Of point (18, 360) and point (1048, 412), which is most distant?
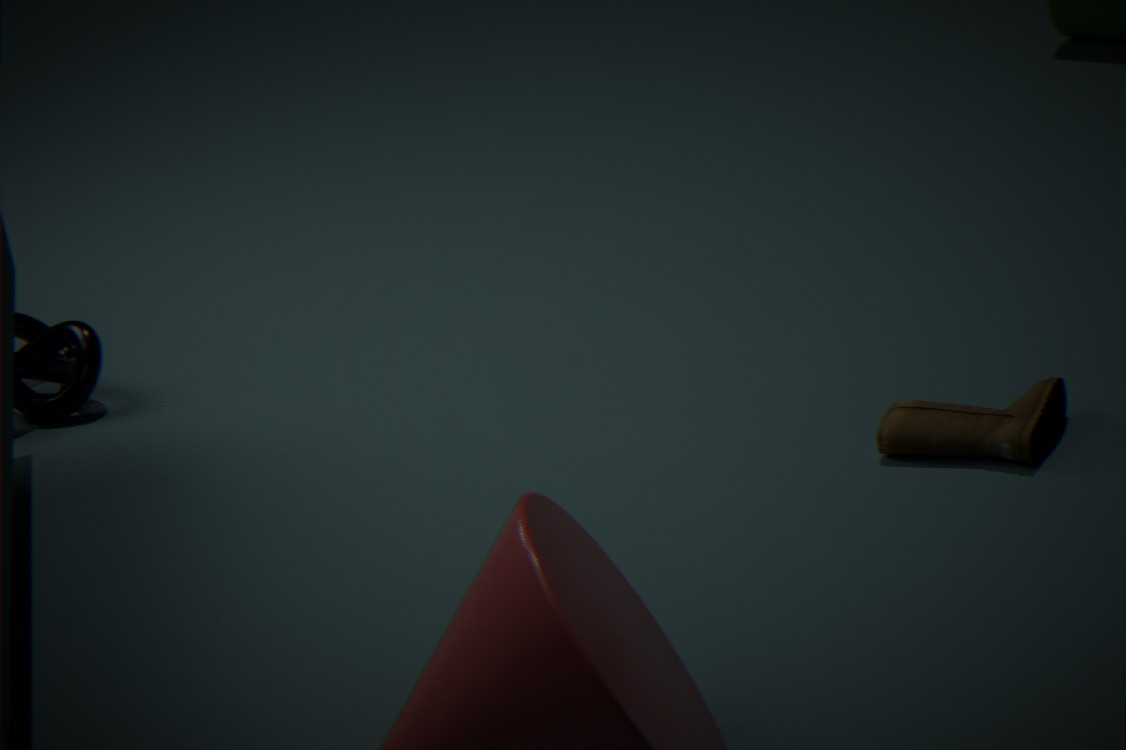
point (18, 360)
